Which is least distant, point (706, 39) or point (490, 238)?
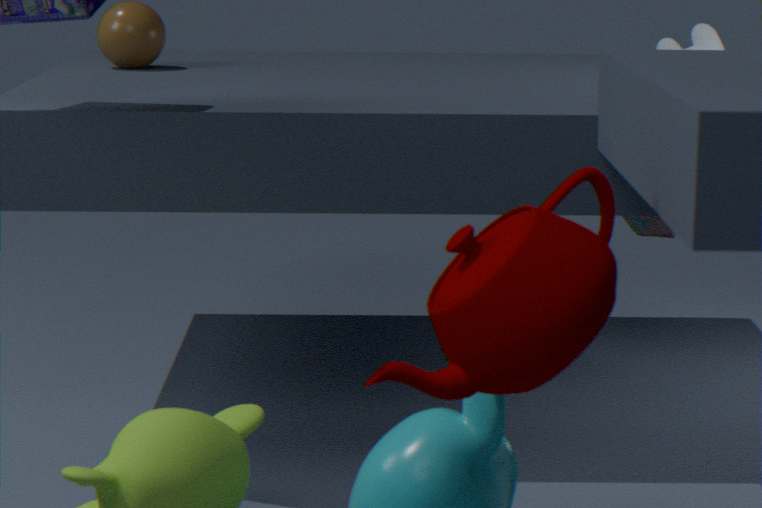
point (490, 238)
